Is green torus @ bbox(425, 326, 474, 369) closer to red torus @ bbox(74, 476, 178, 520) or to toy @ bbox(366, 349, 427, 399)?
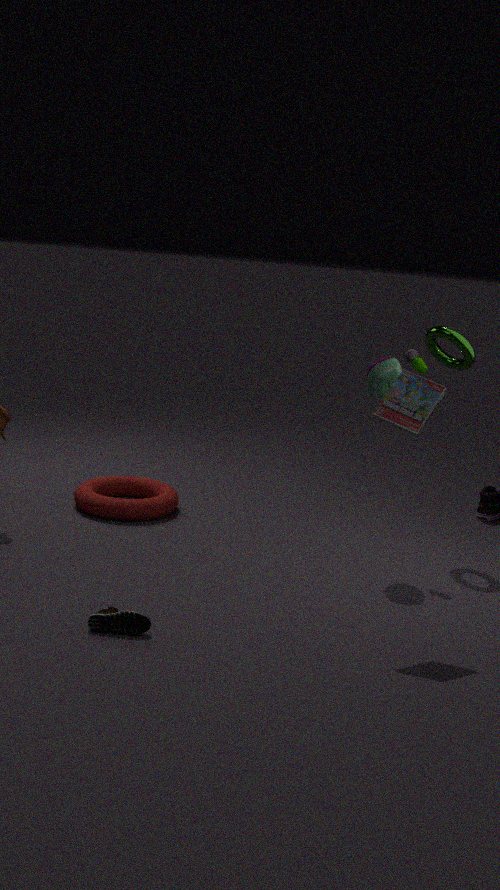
toy @ bbox(366, 349, 427, 399)
